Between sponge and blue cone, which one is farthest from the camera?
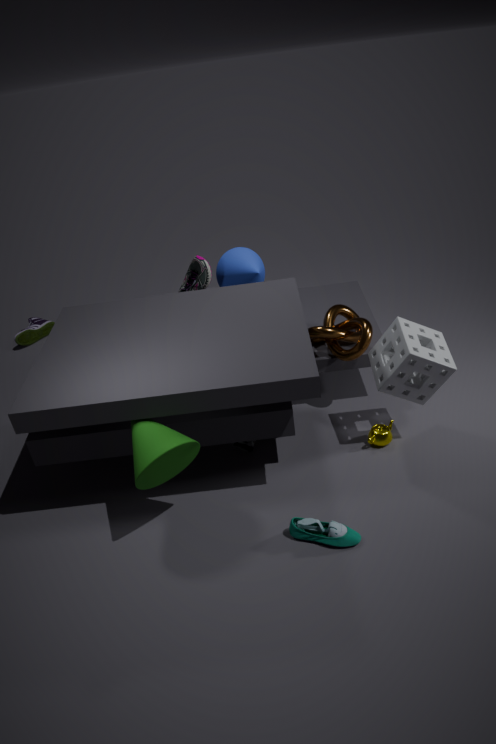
blue cone
